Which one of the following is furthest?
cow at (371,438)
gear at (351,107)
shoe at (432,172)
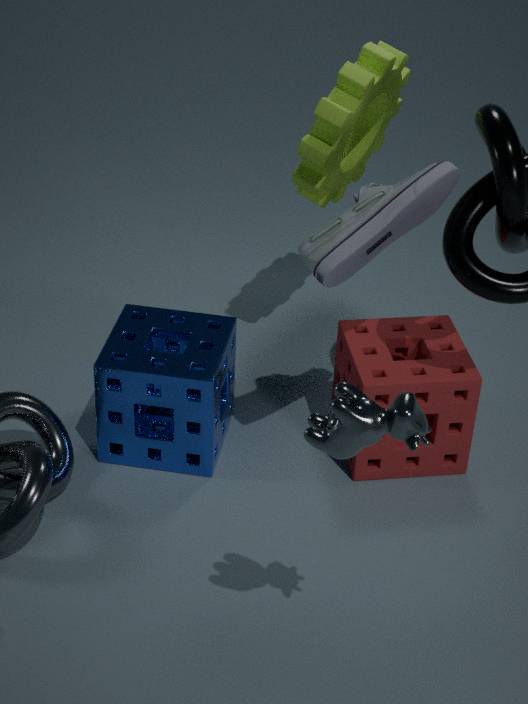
gear at (351,107)
